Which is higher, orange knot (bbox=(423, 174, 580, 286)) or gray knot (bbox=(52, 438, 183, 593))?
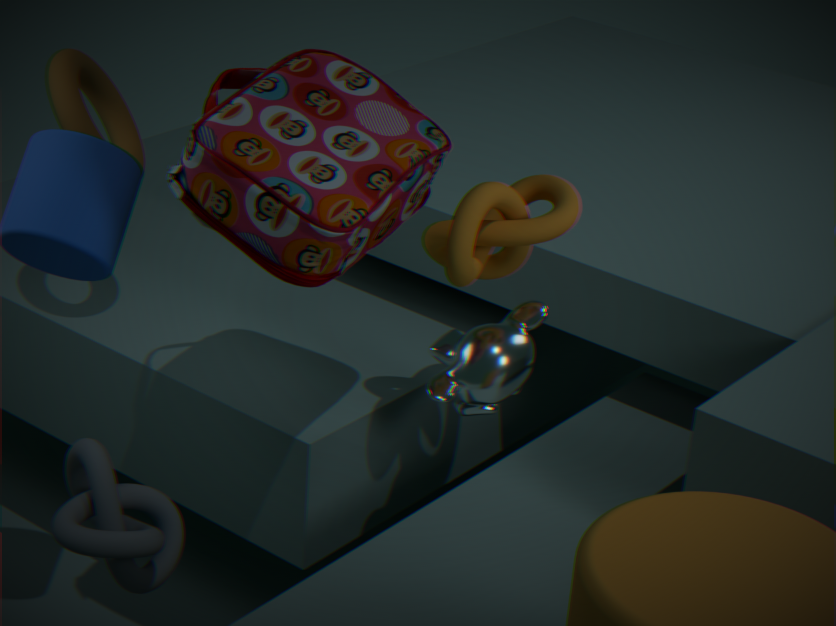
orange knot (bbox=(423, 174, 580, 286))
